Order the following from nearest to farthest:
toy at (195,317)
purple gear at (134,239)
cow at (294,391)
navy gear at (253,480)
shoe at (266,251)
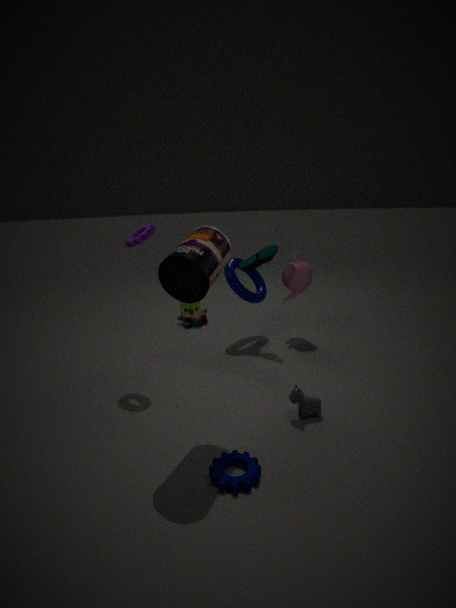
navy gear at (253,480) → cow at (294,391) → purple gear at (134,239) → shoe at (266,251) → toy at (195,317)
